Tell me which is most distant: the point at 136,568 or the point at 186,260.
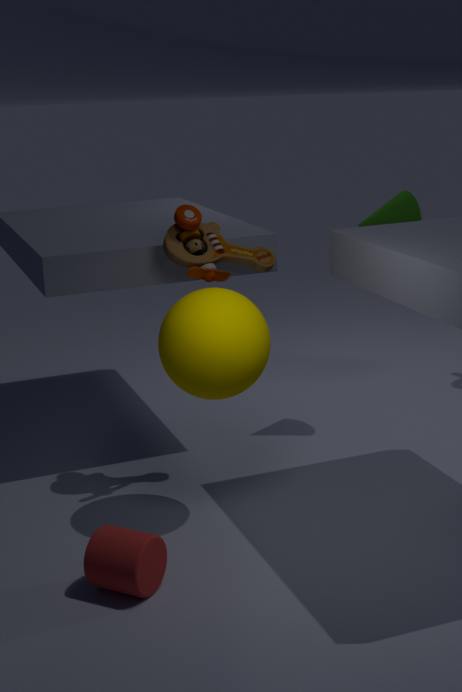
the point at 186,260
